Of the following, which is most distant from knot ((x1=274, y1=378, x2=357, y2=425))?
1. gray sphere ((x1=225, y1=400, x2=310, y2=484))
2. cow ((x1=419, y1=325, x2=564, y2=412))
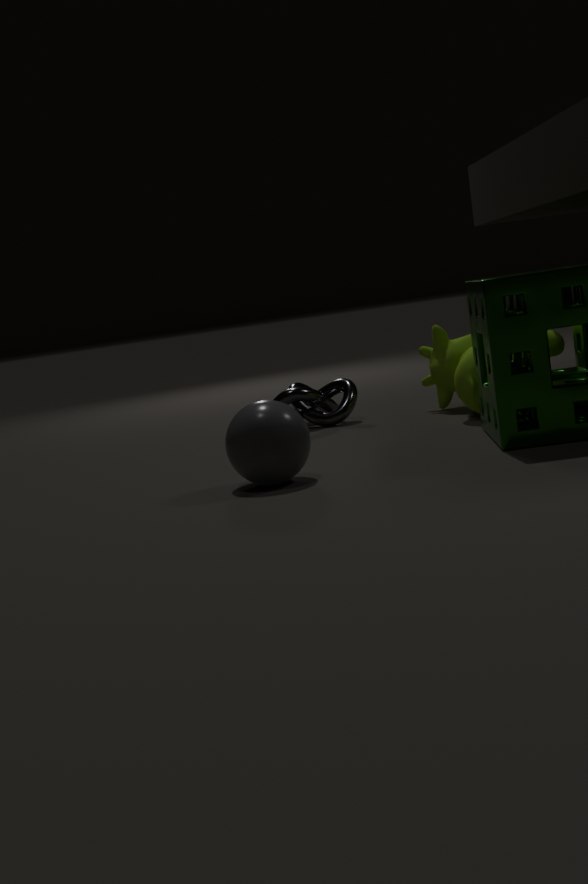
gray sphere ((x1=225, y1=400, x2=310, y2=484))
